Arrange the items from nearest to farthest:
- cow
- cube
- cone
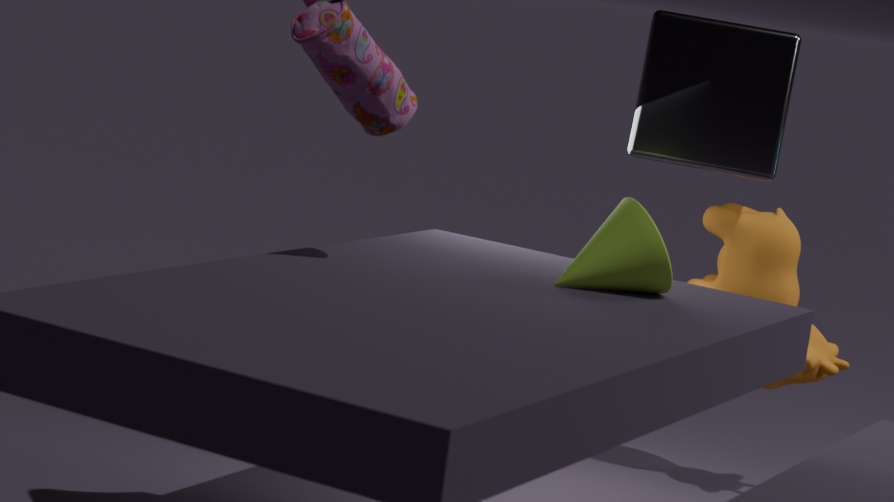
cone, cube, cow
